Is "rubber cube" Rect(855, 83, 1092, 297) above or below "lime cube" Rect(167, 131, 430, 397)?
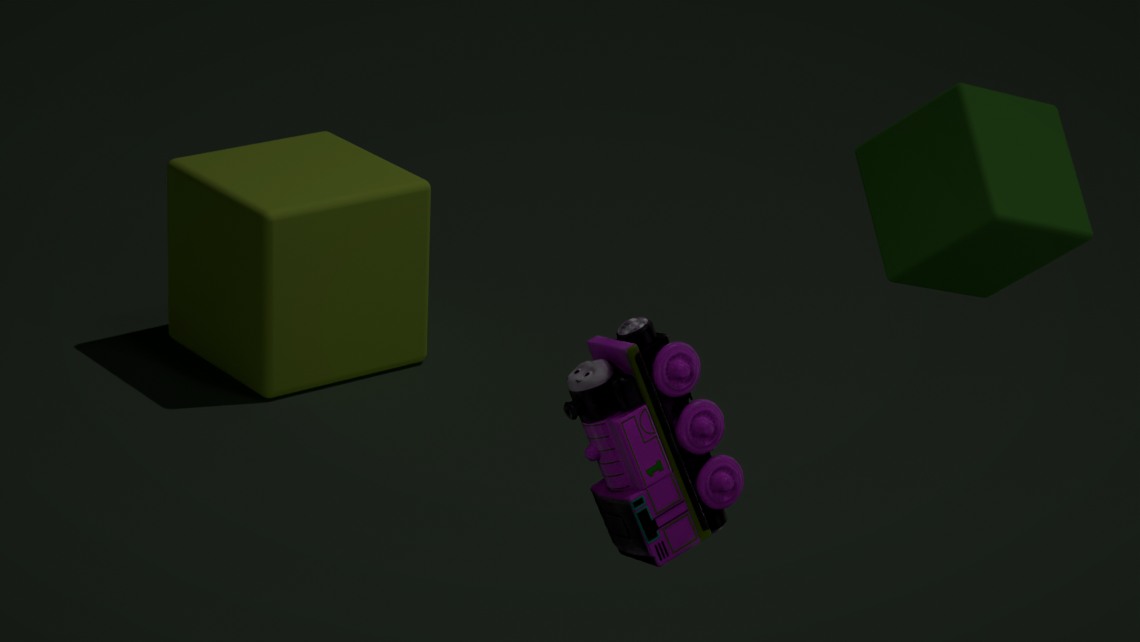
above
